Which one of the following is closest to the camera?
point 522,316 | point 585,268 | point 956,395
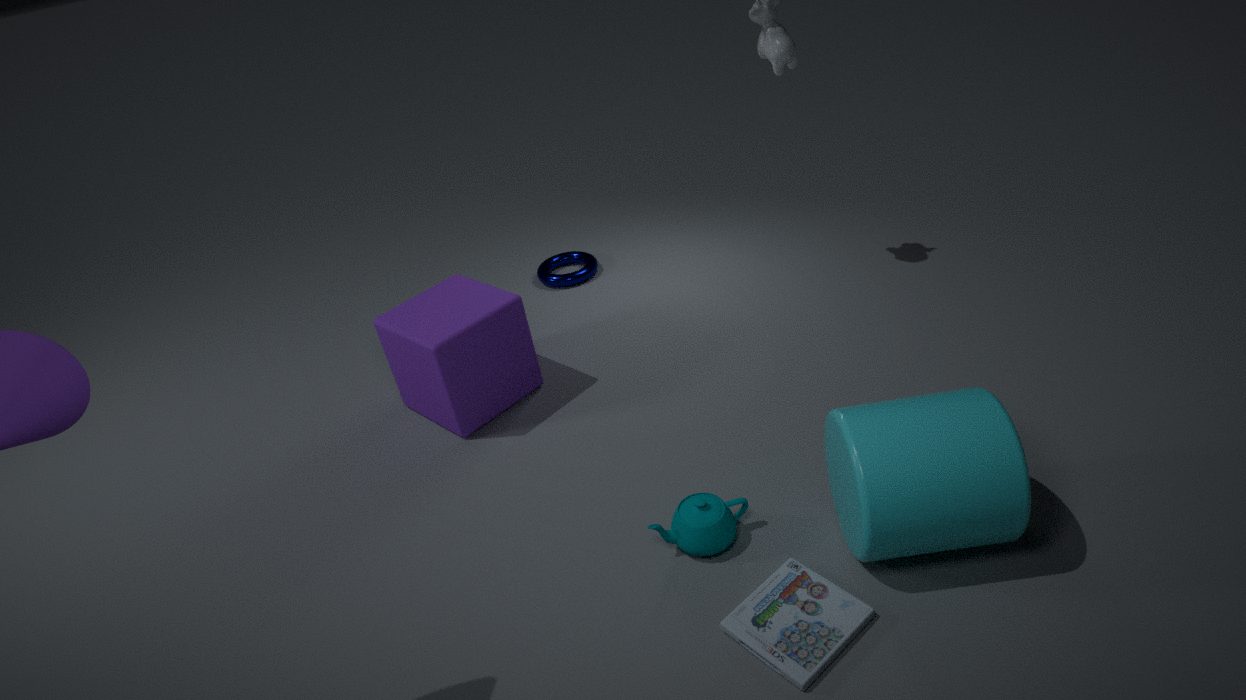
point 956,395
